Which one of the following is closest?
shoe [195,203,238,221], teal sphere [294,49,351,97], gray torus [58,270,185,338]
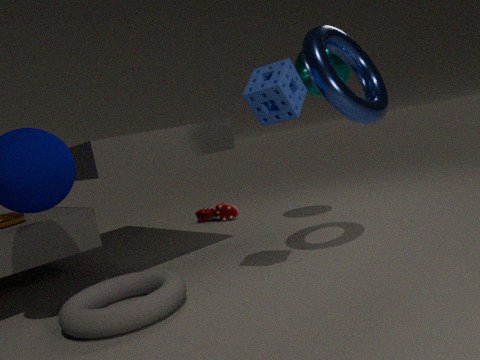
gray torus [58,270,185,338]
